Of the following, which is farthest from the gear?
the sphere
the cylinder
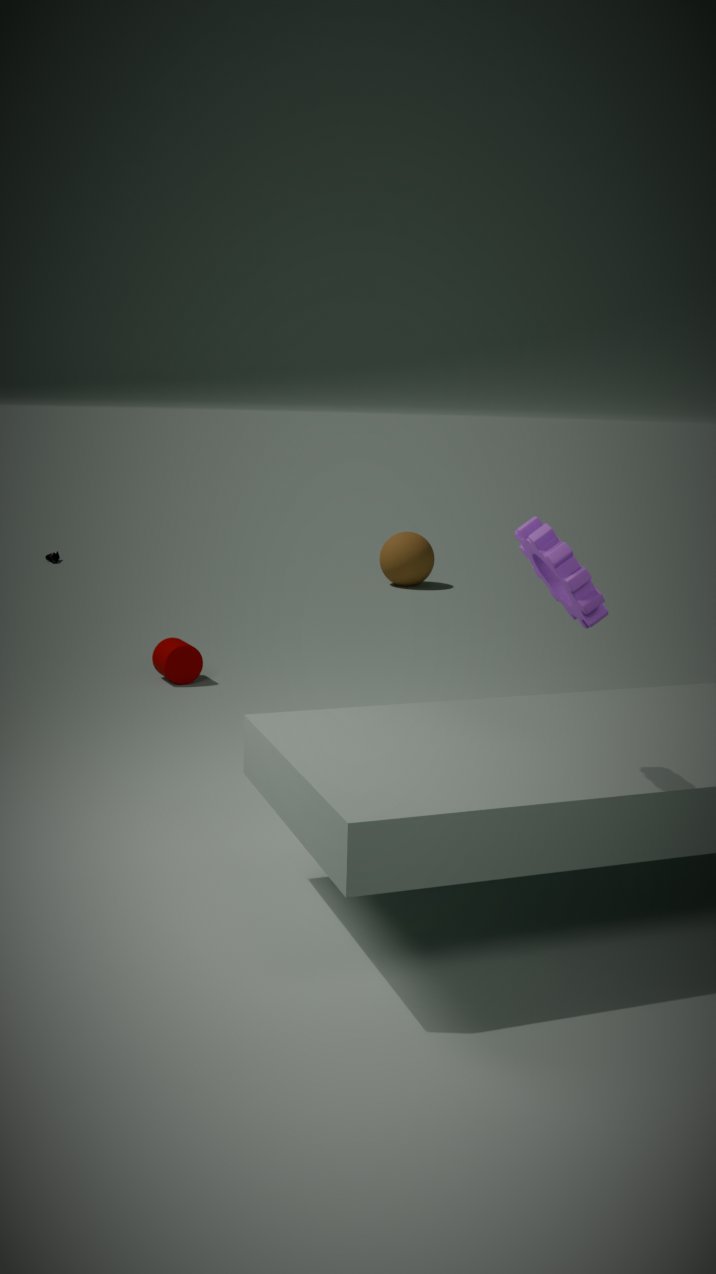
the sphere
